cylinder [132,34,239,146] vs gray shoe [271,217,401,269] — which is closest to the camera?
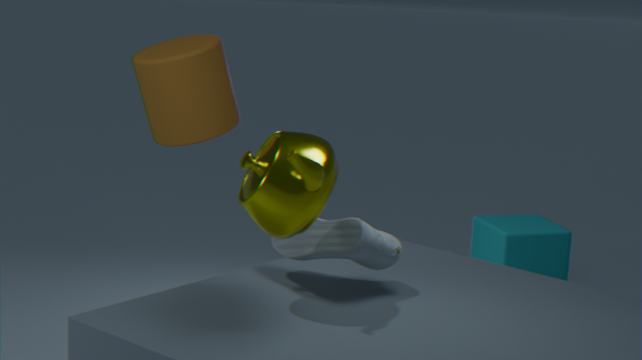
gray shoe [271,217,401,269]
